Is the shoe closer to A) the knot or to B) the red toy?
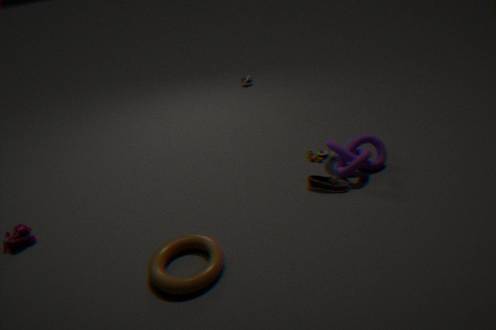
A) the knot
